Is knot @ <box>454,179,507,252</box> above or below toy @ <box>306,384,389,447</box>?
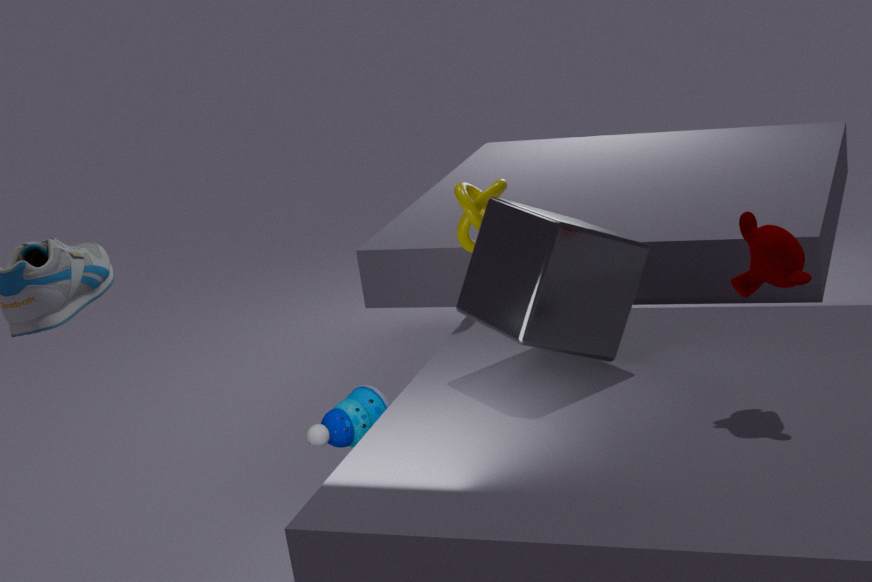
above
